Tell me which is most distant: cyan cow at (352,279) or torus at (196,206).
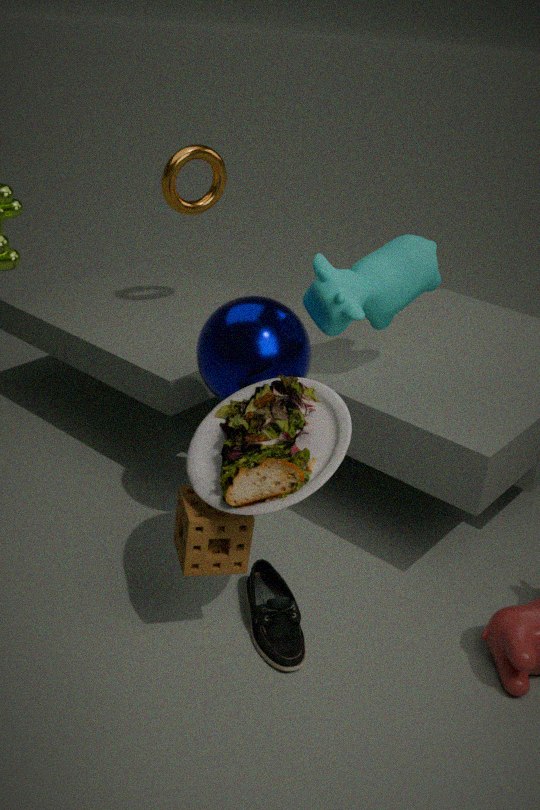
torus at (196,206)
